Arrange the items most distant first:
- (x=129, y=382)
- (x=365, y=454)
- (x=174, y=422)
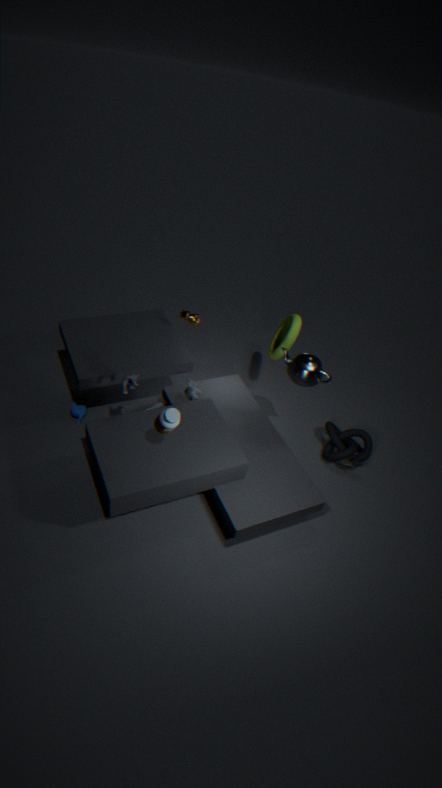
(x=365, y=454)
(x=129, y=382)
(x=174, y=422)
